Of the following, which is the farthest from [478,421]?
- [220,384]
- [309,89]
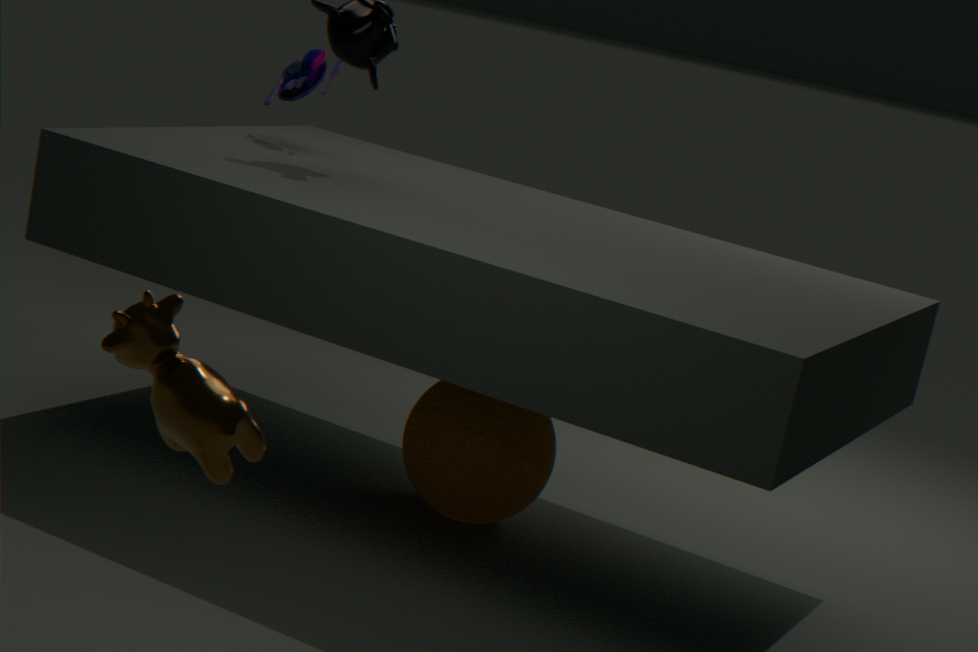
[220,384]
